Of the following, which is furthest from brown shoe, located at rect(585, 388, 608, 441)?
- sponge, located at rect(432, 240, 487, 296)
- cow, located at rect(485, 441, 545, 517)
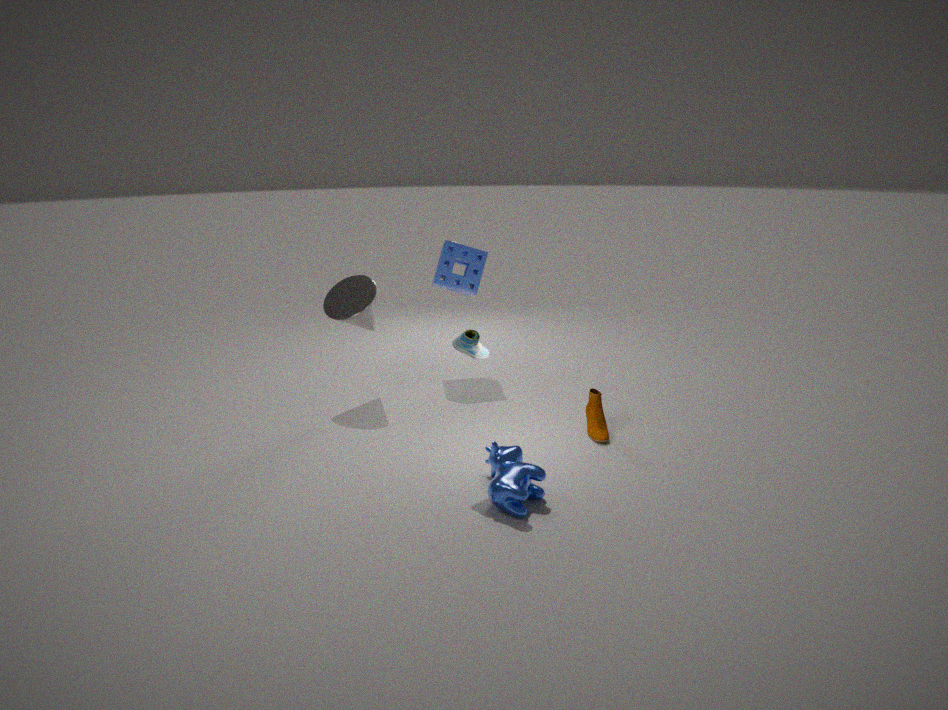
sponge, located at rect(432, 240, 487, 296)
